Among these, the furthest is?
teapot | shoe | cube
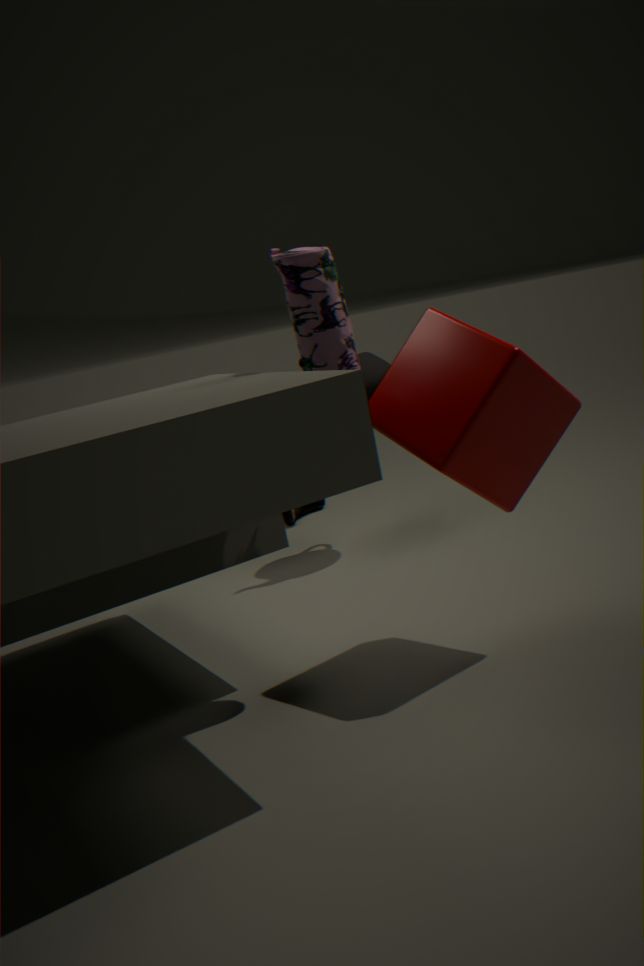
shoe
